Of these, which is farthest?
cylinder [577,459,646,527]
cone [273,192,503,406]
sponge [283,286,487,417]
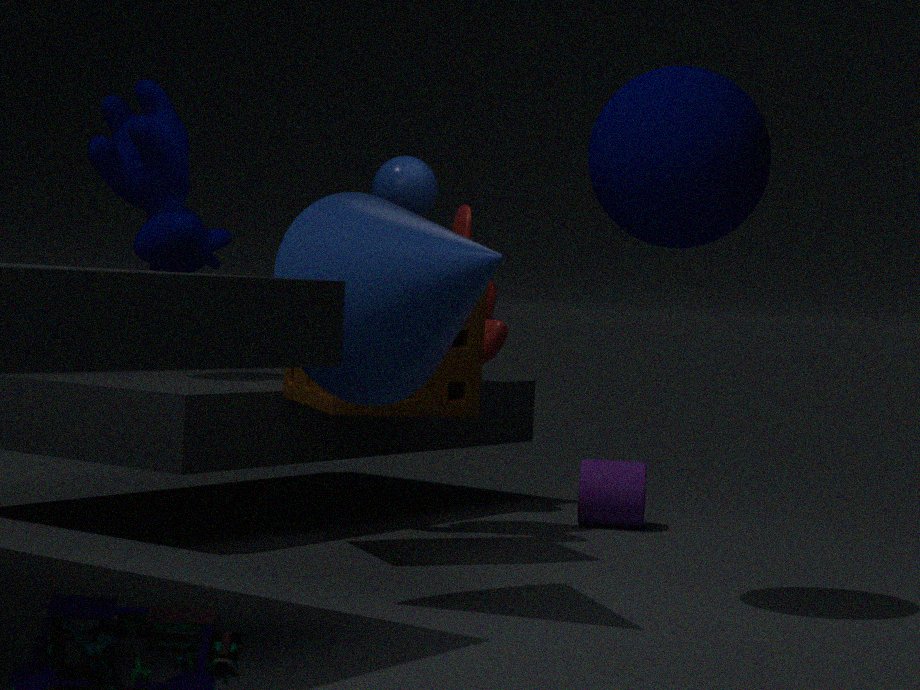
cylinder [577,459,646,527]
